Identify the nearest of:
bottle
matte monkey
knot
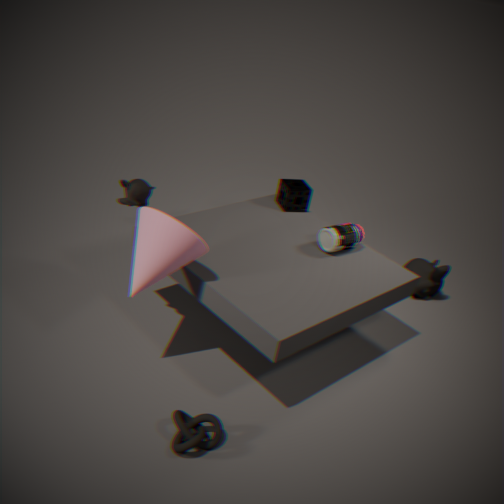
knot
